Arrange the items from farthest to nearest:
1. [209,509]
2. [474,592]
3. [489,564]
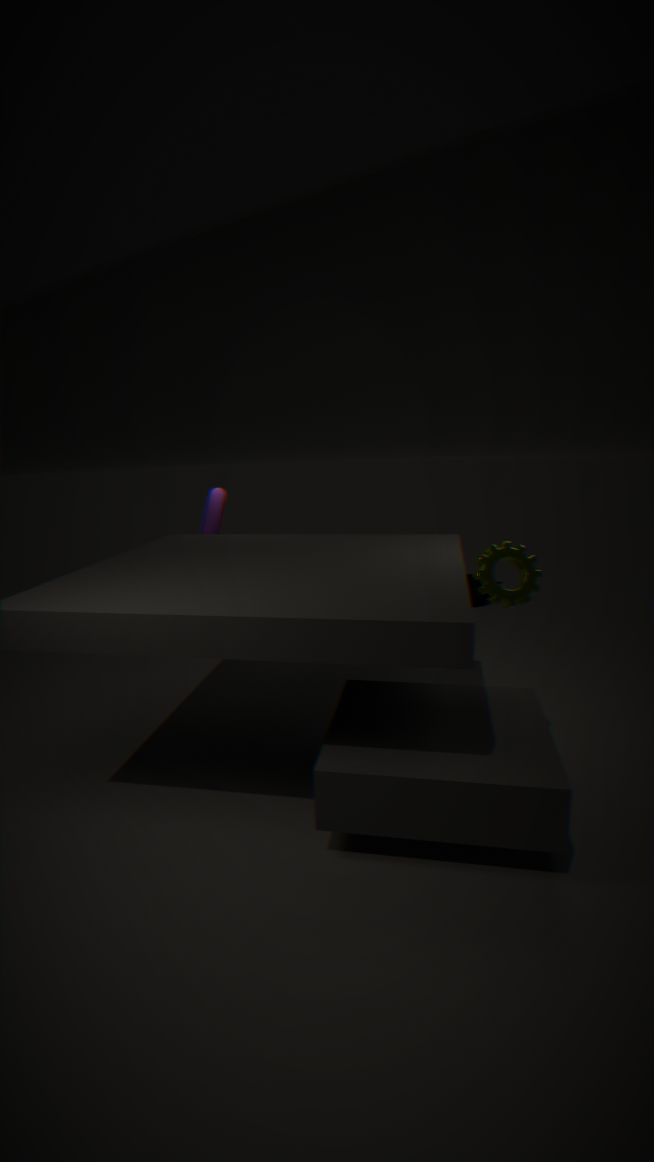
[474,592], [209,509], [489,564]
